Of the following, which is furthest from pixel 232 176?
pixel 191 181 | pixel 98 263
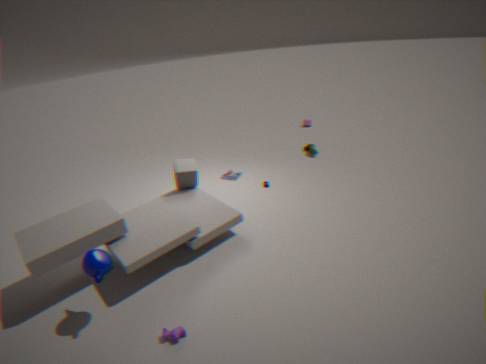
pixel 98 263
